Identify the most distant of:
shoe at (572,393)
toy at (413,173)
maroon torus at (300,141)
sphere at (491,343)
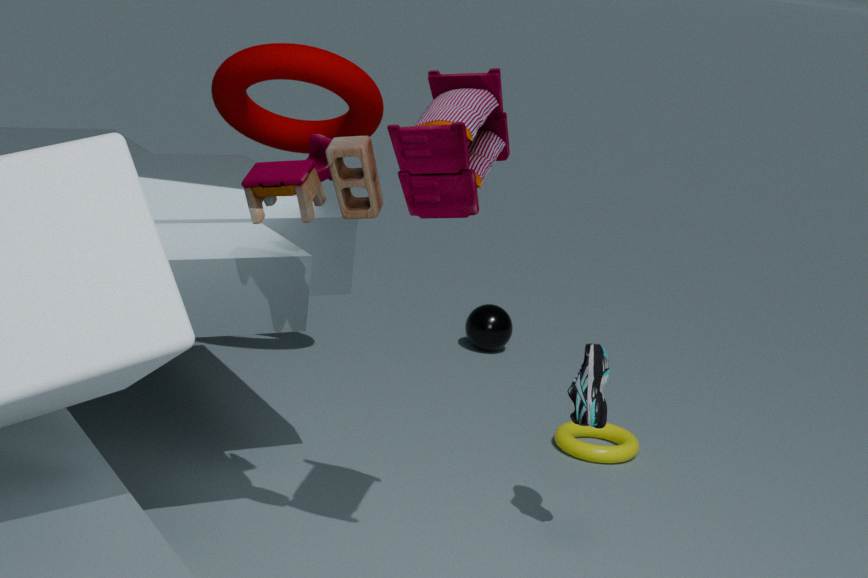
sphere at (491,343)
